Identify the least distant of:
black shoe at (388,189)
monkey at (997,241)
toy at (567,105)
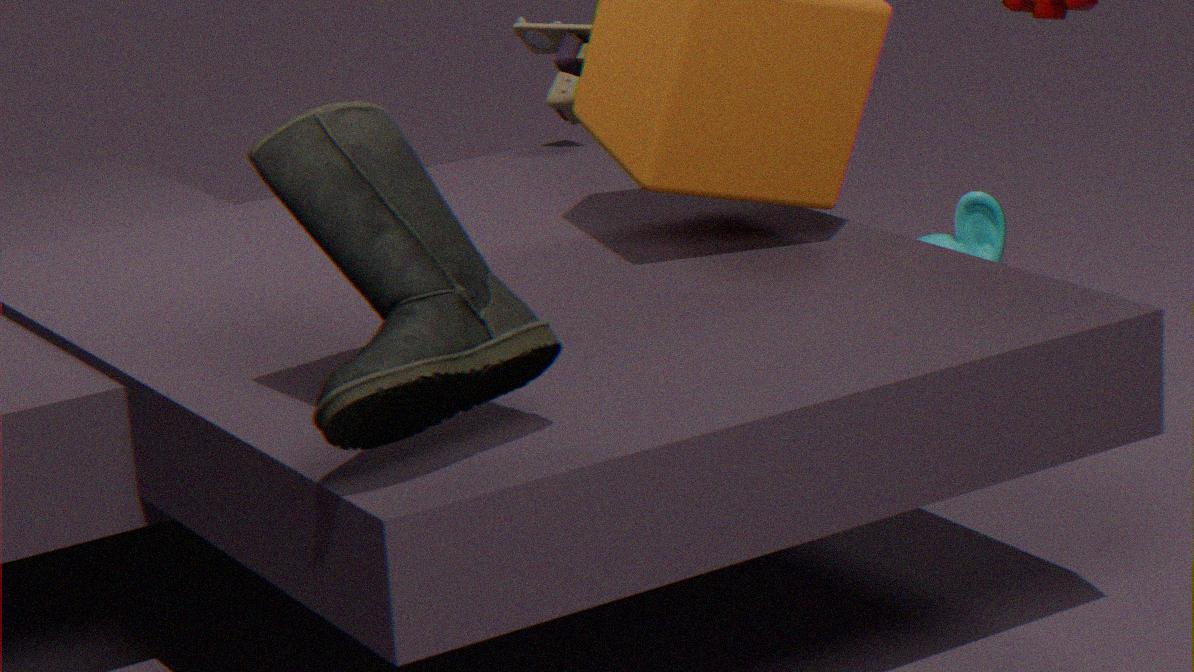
black shoe at (388,189)
